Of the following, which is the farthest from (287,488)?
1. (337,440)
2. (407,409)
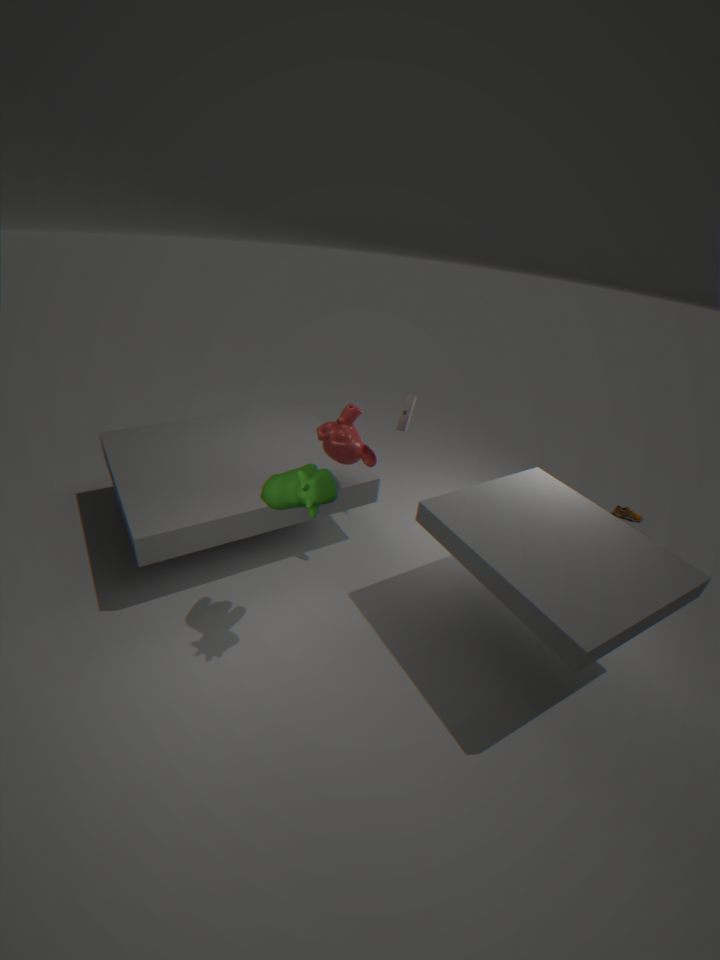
(407,409)
